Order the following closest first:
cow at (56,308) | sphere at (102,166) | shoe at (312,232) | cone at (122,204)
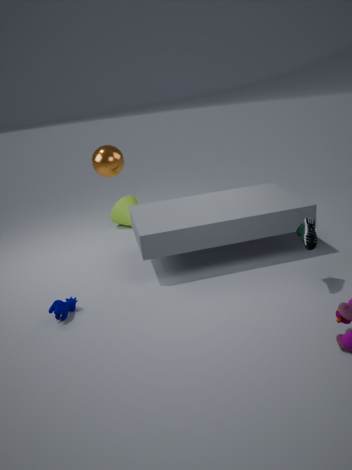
shoe at (312,232) < cow at (56,308) < sphere at (102,166) < cone at (122,204)
